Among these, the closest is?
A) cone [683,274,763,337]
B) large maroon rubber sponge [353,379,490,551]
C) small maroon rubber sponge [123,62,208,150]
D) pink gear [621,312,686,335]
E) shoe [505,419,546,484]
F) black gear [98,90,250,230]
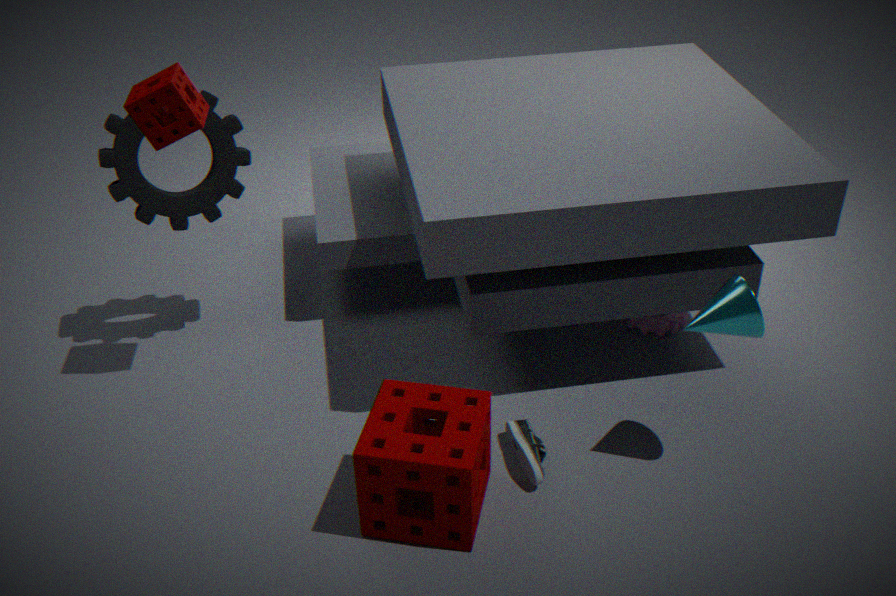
large maroon rubber sponge [353,379,490,551]
